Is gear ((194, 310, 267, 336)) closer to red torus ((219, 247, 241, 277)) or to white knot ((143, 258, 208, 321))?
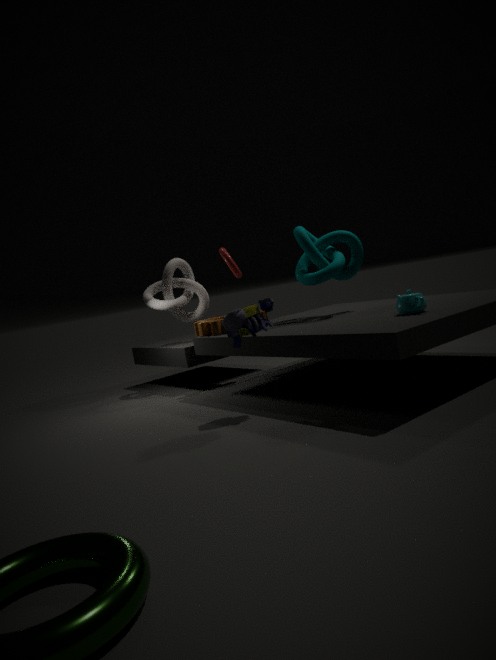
white knot ((143, 258, 208, 321))
